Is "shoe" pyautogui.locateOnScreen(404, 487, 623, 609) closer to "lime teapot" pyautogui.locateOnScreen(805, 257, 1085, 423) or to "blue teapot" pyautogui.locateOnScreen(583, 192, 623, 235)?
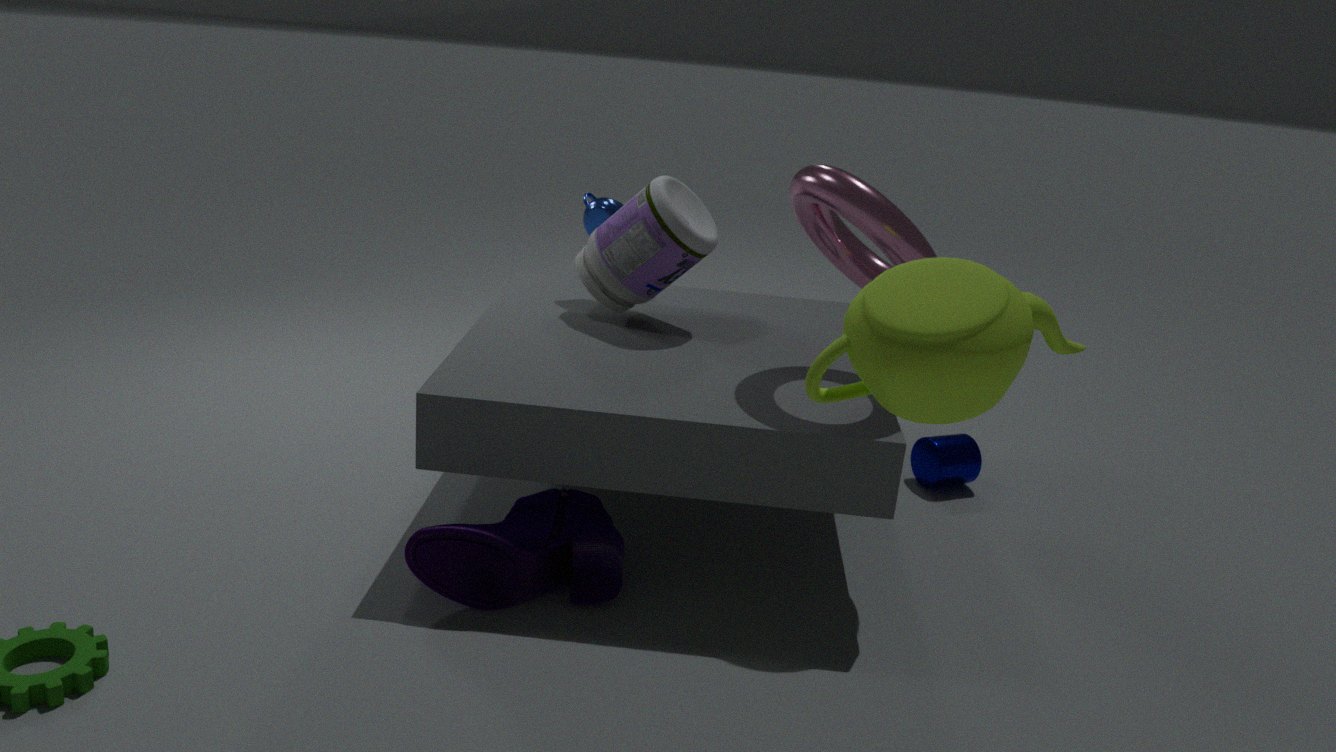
"blue teapot" pyautogui.locateOnScreen(583, 192, 623, 235)
